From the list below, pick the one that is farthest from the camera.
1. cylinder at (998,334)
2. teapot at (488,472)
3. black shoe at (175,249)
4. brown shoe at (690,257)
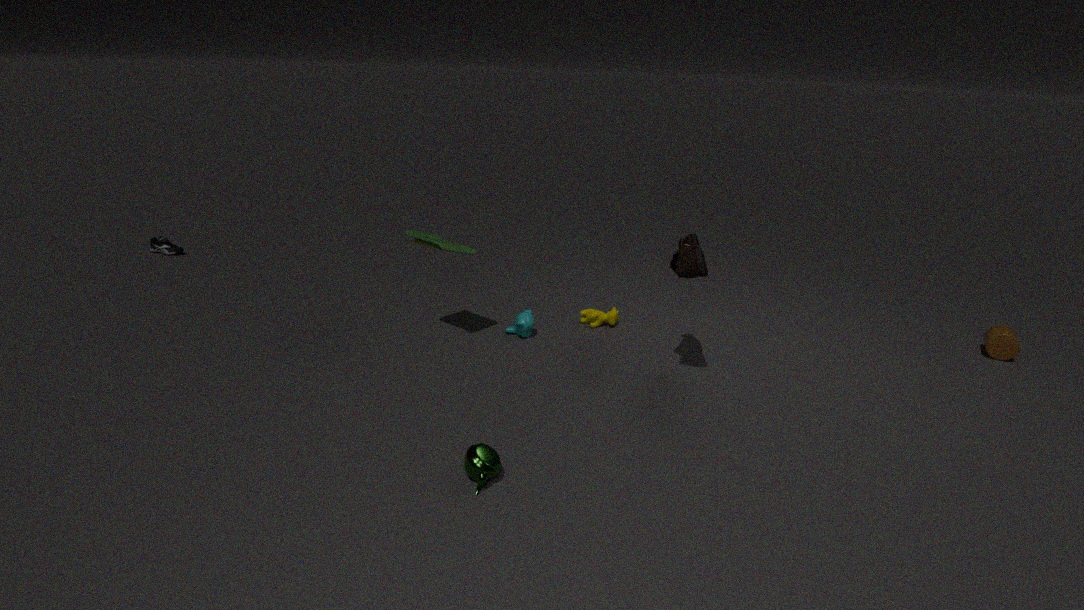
black shoe at (175,249)
